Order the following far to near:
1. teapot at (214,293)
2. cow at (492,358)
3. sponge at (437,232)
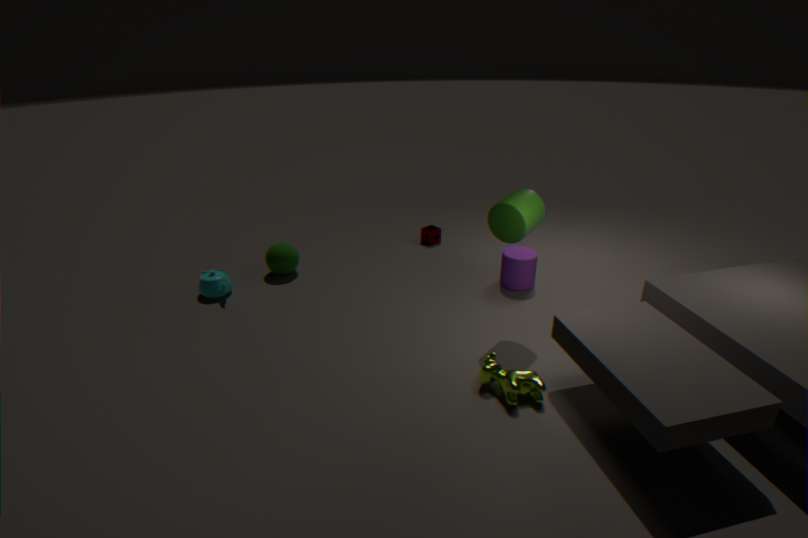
sponge at (437,232) → teapot at (214,293) → cow at (492,358)
